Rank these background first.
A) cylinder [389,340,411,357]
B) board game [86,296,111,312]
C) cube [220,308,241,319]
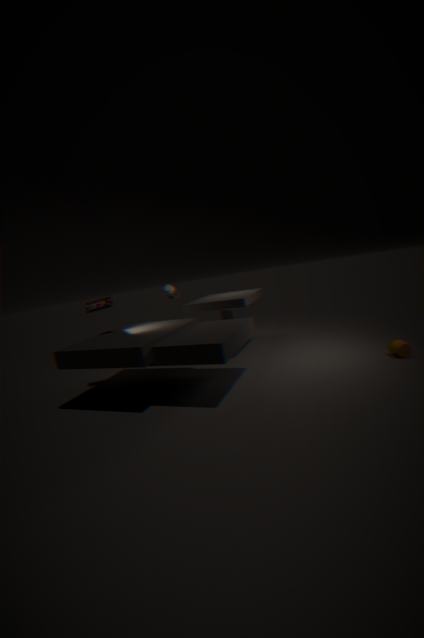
cube [220,308,241,319]
board game [86,296,111,312]
cylinder [389,340,411,357]
